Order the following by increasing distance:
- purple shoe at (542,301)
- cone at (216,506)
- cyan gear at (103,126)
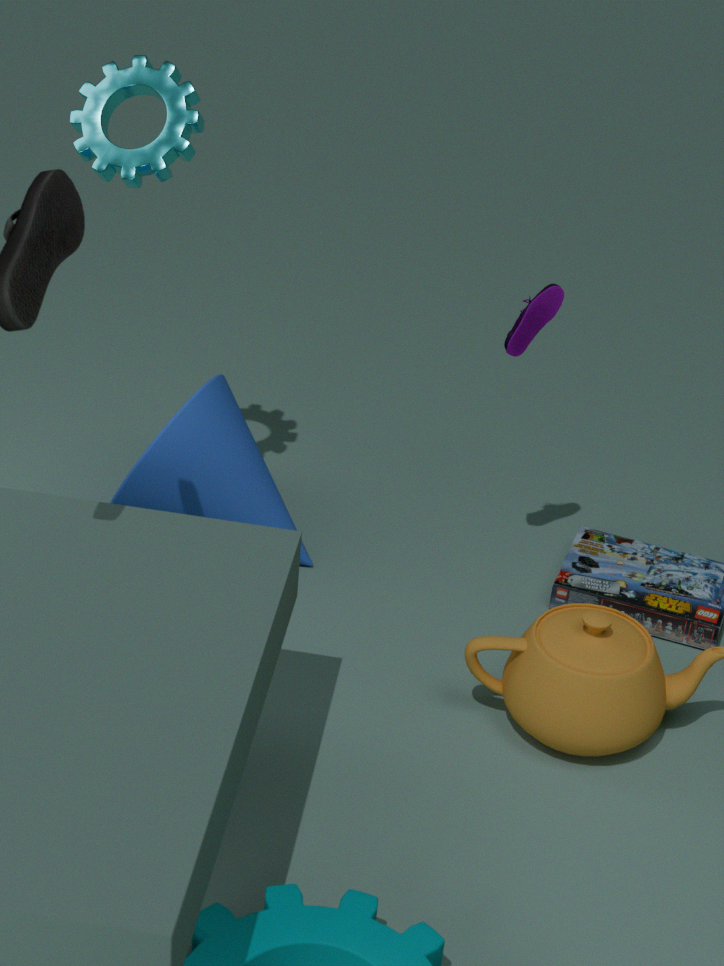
cyan gear at (103,126), purple shoe at (542,301), cone at (216,506)
